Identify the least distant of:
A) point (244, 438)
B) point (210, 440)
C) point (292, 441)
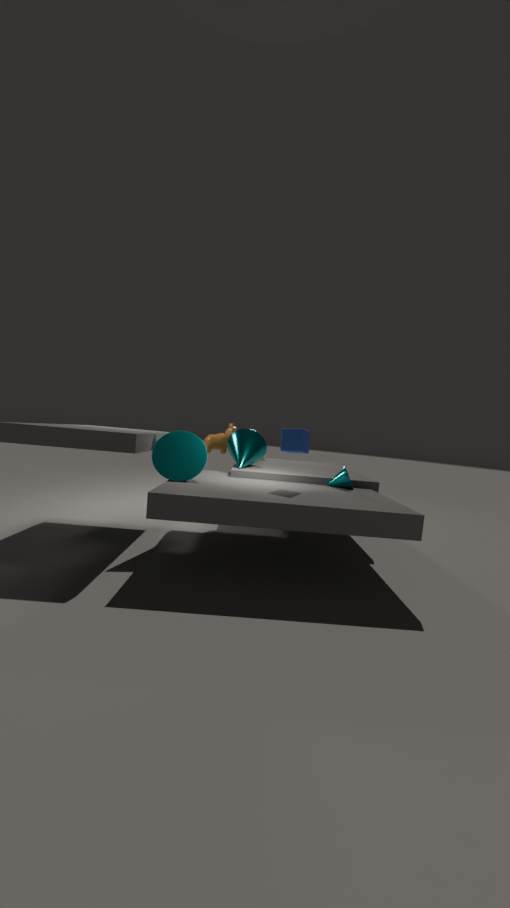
point (292, 441)
